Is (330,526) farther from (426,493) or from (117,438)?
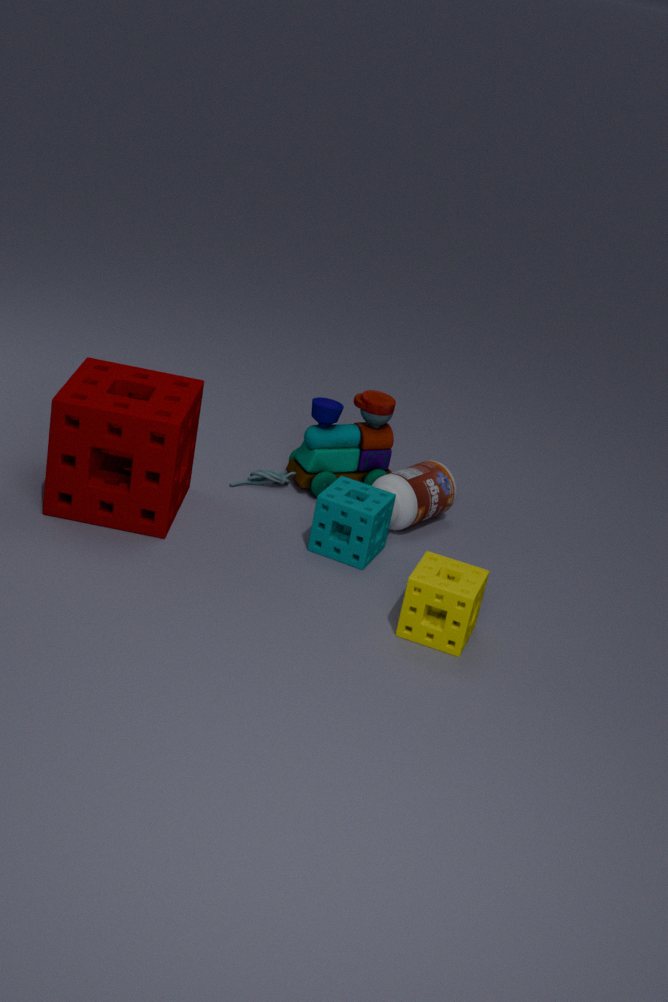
(117,438)
